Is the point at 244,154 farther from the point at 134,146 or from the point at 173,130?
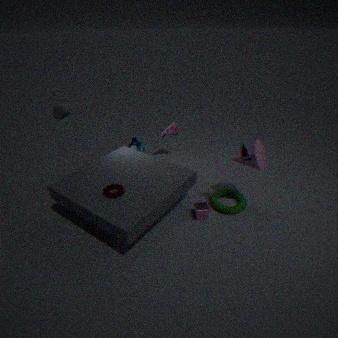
the point at 134,146
